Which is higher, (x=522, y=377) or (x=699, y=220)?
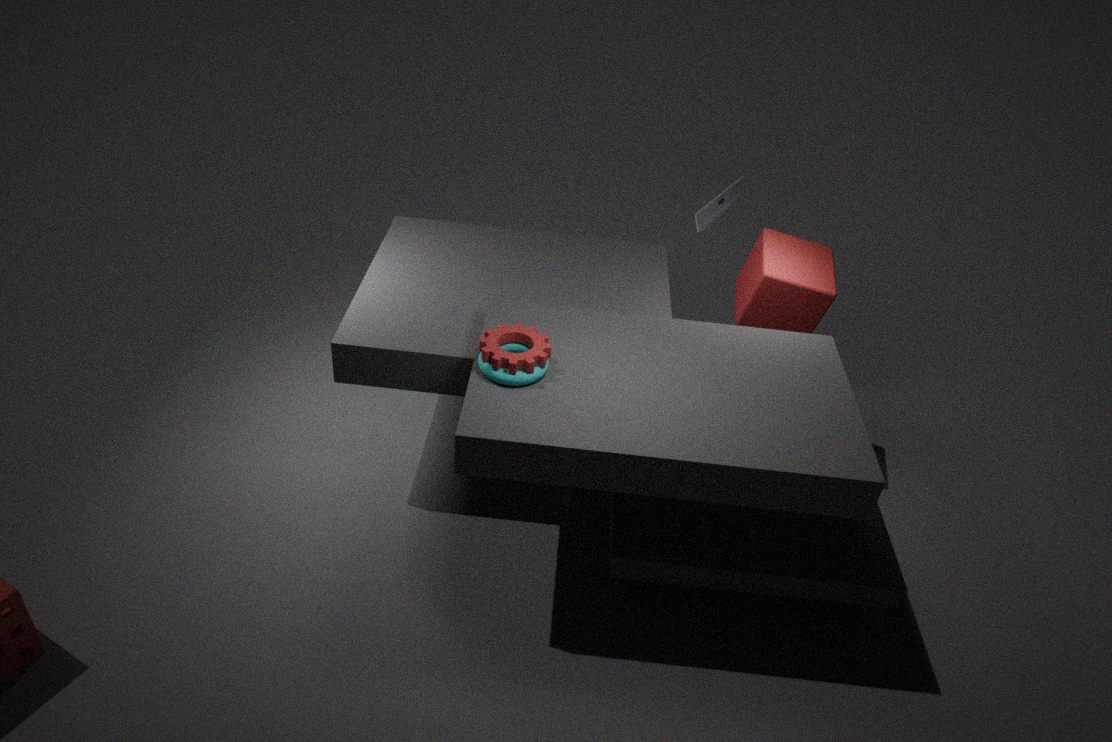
(x=699, y=220)
